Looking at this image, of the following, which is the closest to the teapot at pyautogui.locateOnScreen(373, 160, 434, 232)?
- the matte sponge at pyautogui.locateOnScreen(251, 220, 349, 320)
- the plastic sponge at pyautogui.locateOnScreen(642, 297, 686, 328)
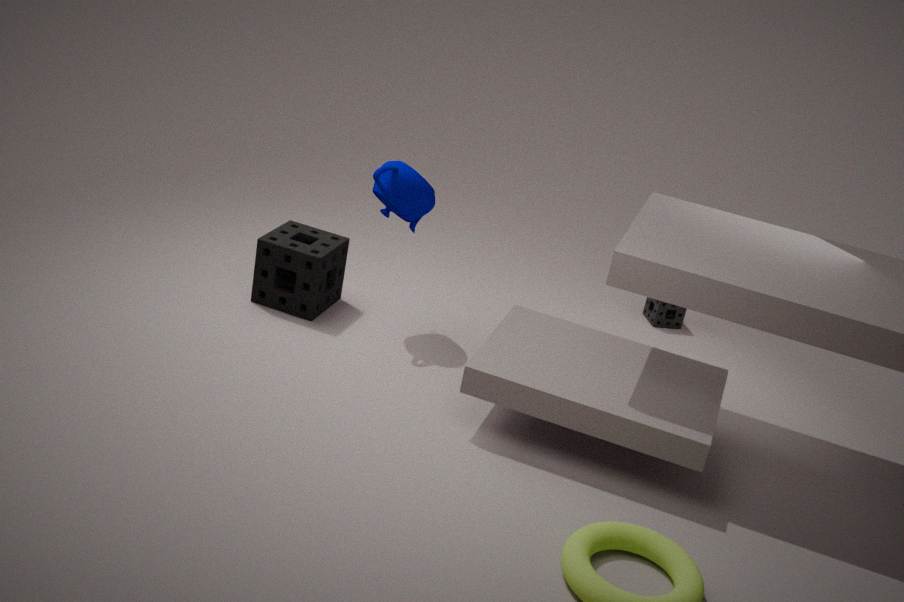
the matte sponge at pyautogui.locateOnScreen(251, 220, 349, 320)
